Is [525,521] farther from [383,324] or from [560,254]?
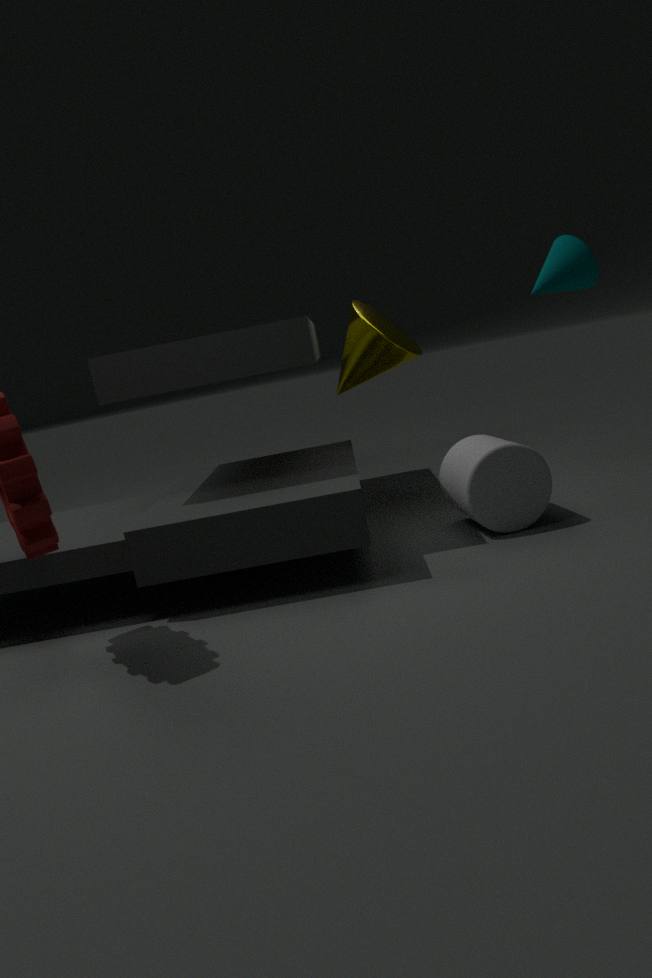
[383,324]
